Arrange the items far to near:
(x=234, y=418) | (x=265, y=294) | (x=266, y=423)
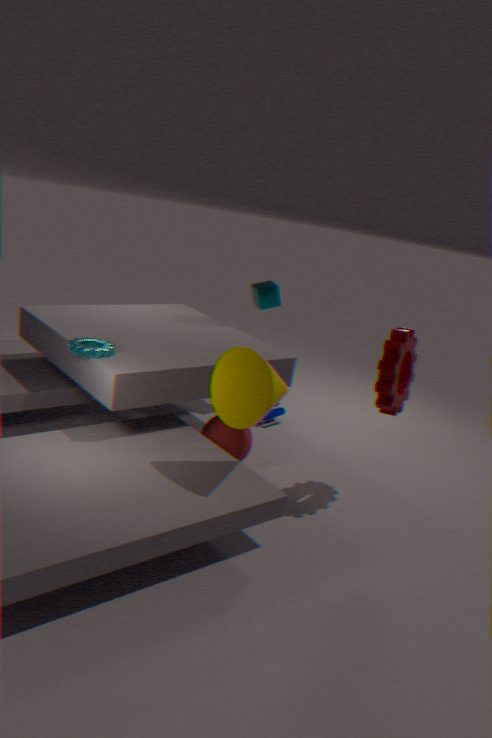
1. (x=265, y=294)
2. (x=266, y=423)
3. (x=234, y=418)
